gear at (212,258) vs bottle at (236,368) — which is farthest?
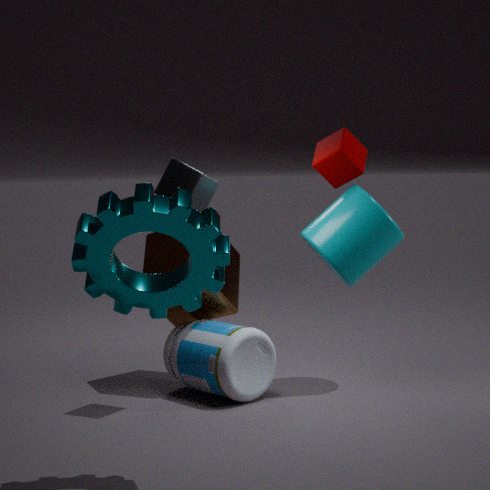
bottle at (236,368)
